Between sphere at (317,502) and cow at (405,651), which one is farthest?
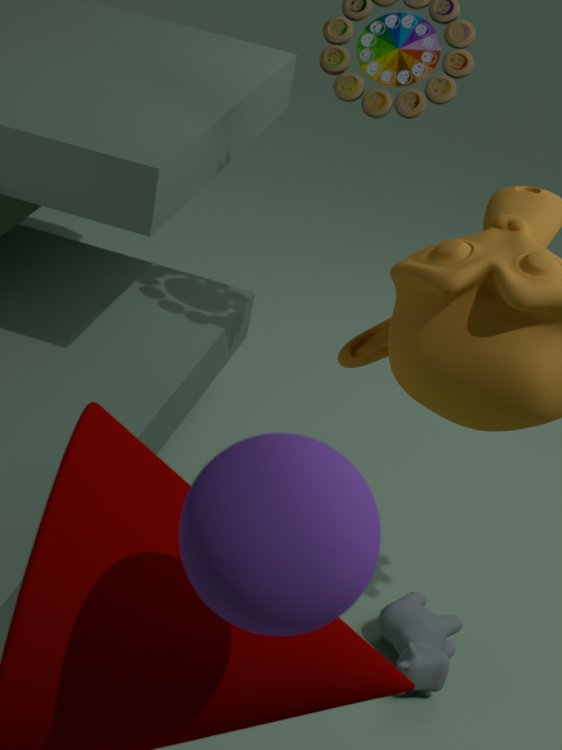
cow at (405,651)
